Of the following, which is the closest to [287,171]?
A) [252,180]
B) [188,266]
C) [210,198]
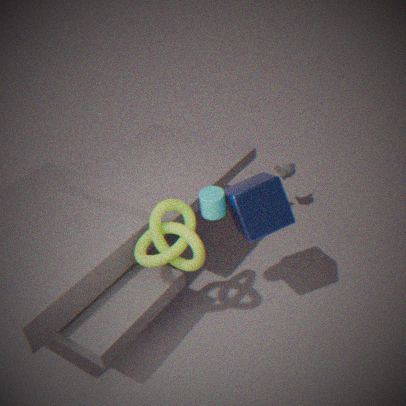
[252,180]
